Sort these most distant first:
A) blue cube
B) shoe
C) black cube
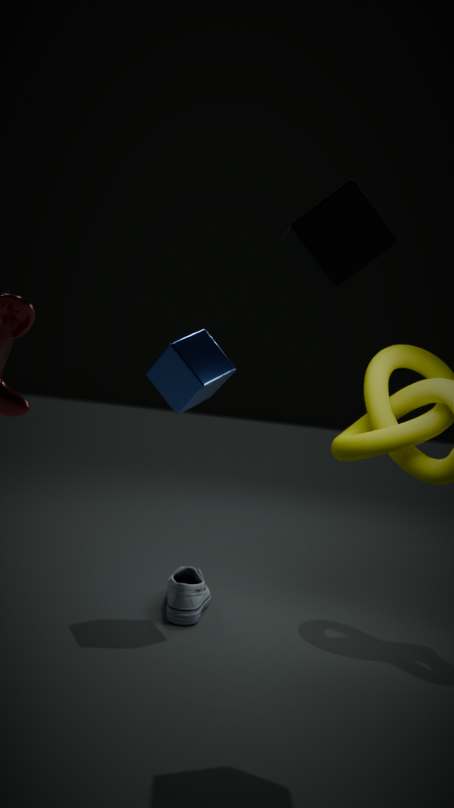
blue cube
shoe
black cube
